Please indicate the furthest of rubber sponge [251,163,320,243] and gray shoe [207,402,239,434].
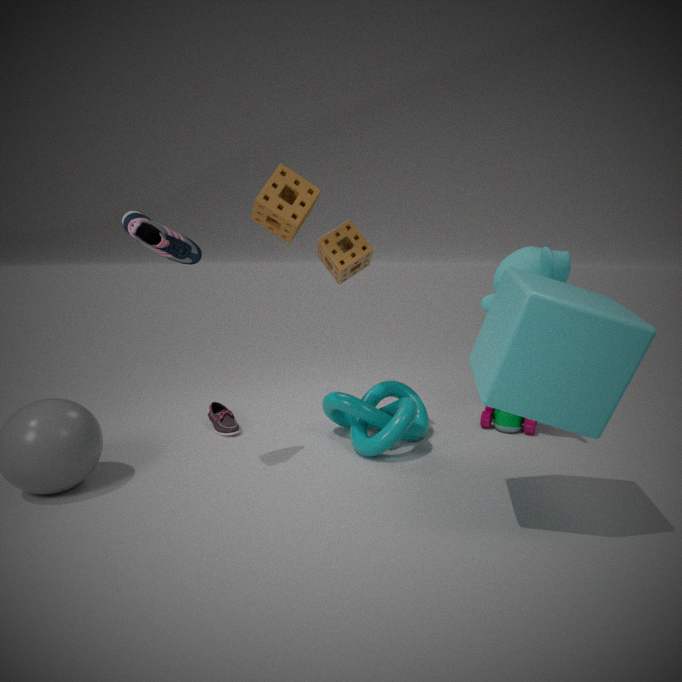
gray shoe [207,402,239,434]
